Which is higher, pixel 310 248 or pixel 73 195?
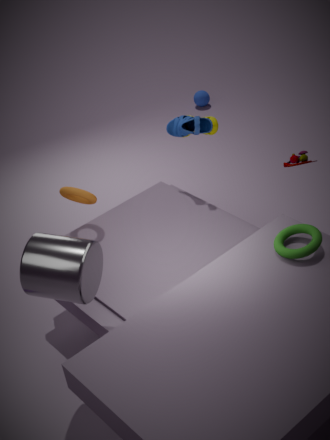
pixel 310 248
